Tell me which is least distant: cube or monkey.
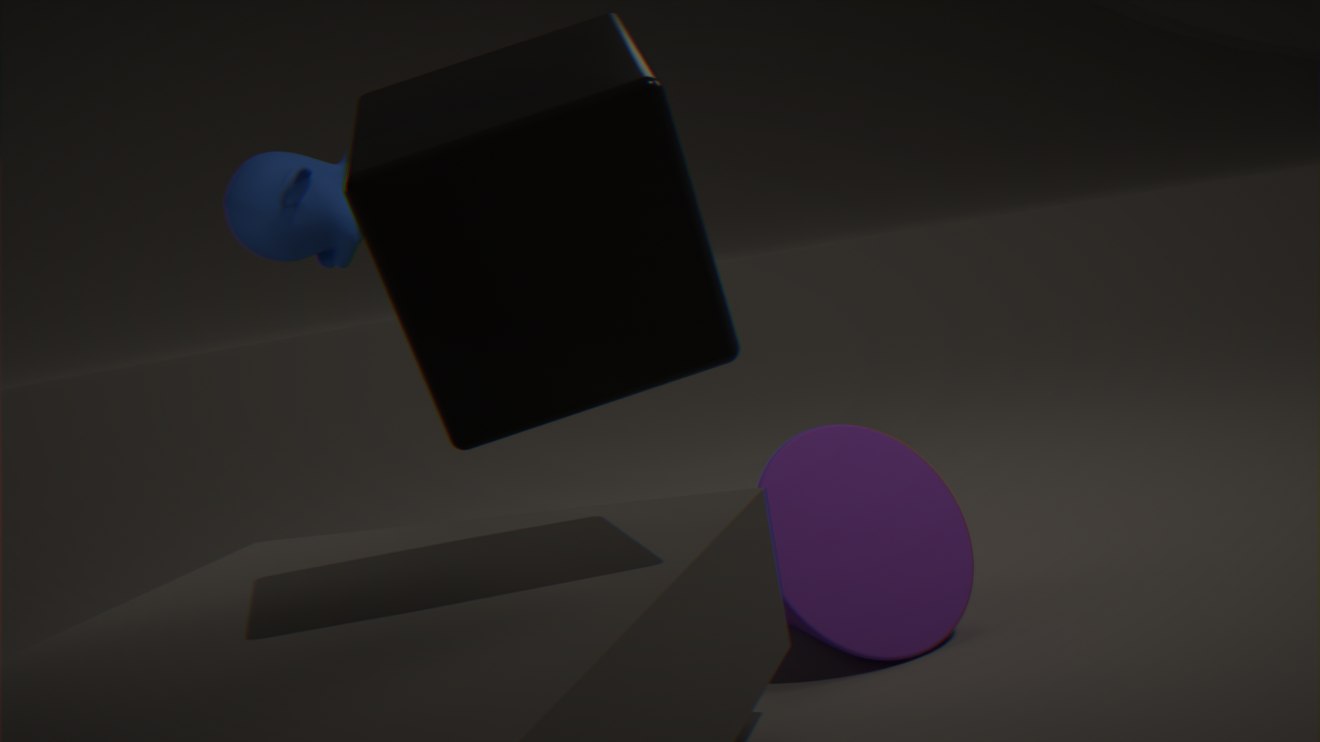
cube
